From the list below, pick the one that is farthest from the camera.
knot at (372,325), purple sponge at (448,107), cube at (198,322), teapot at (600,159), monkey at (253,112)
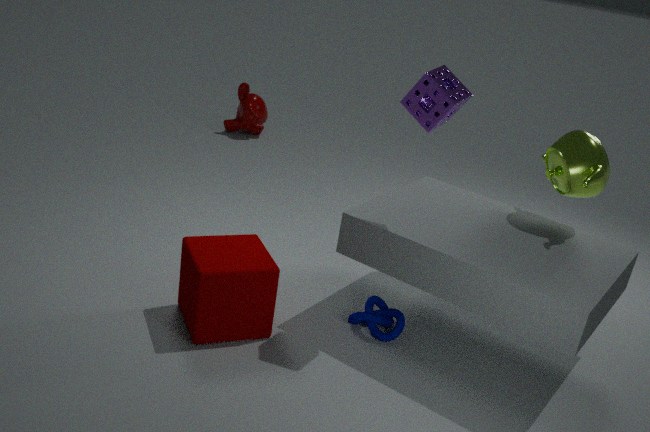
monkey at (253,112)
